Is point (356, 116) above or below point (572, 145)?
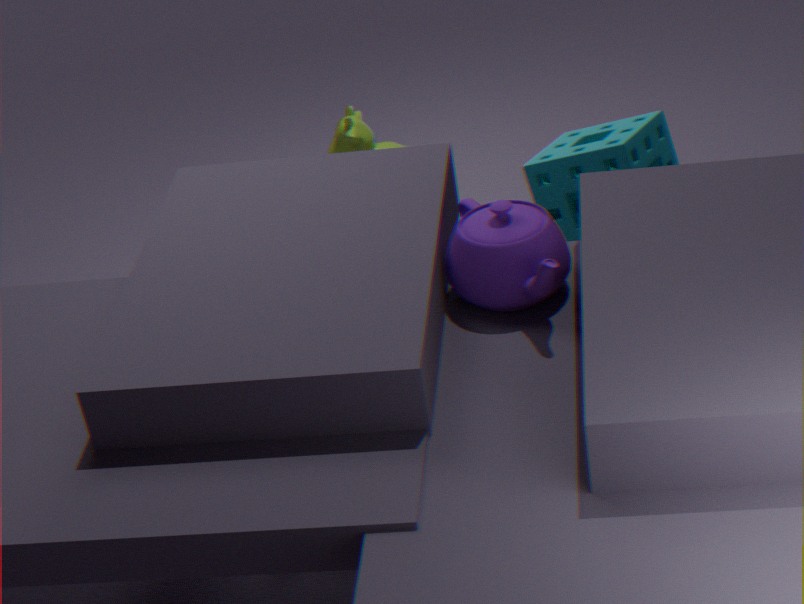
below
